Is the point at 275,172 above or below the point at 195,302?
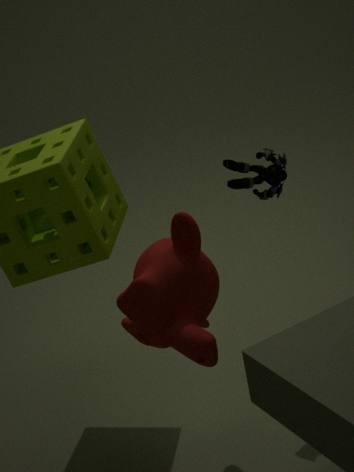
above
